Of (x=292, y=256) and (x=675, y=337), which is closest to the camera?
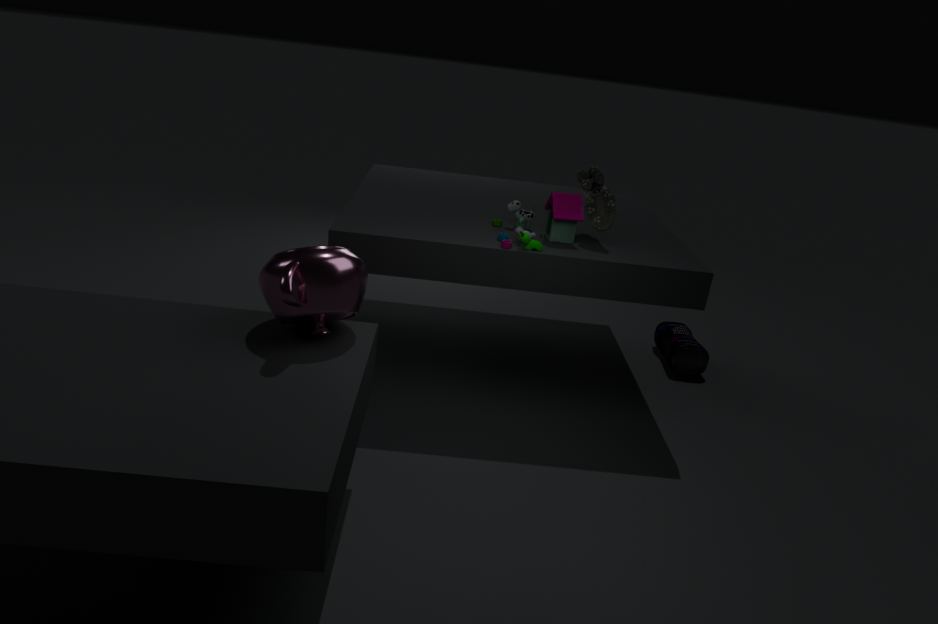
(x=292, y=256)
